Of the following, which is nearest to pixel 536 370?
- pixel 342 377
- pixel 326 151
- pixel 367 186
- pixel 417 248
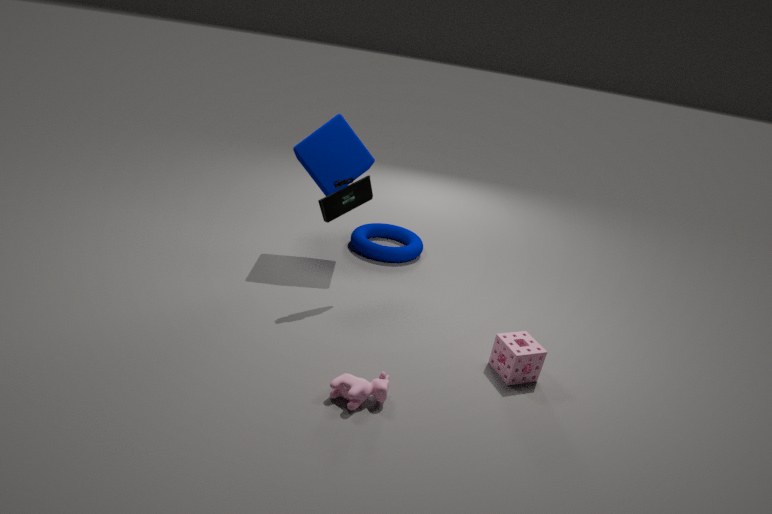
pixel 342 377
